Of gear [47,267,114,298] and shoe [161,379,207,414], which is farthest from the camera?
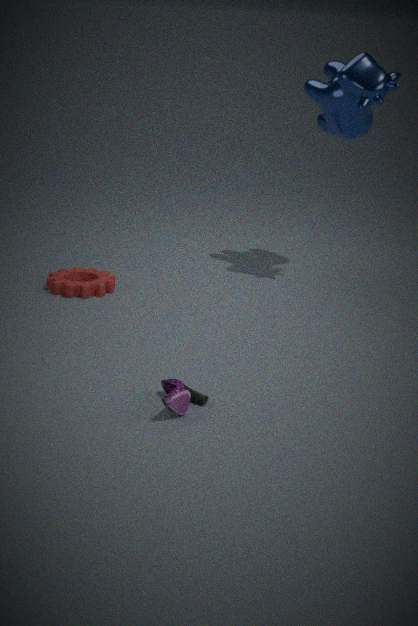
gear [47,267,114,298]
